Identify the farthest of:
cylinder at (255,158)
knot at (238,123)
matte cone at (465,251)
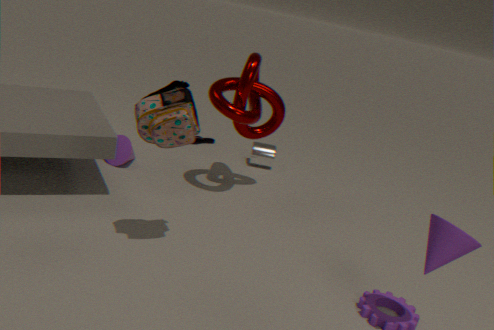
cylinder at (255,158)
